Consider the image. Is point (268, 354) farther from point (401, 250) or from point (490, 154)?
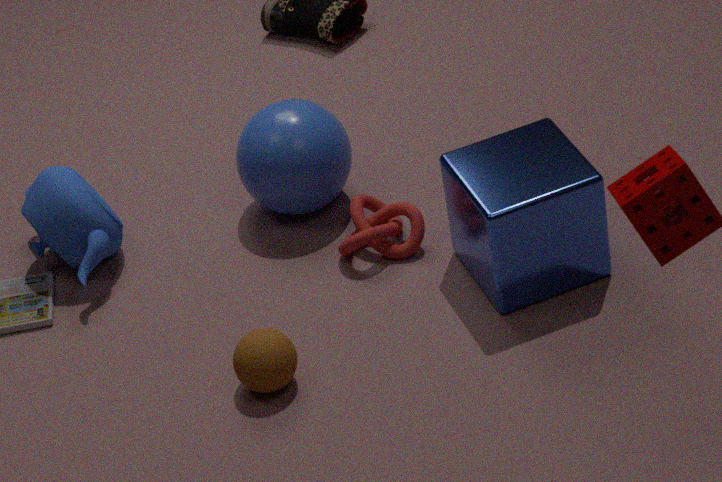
point (490, 154)
